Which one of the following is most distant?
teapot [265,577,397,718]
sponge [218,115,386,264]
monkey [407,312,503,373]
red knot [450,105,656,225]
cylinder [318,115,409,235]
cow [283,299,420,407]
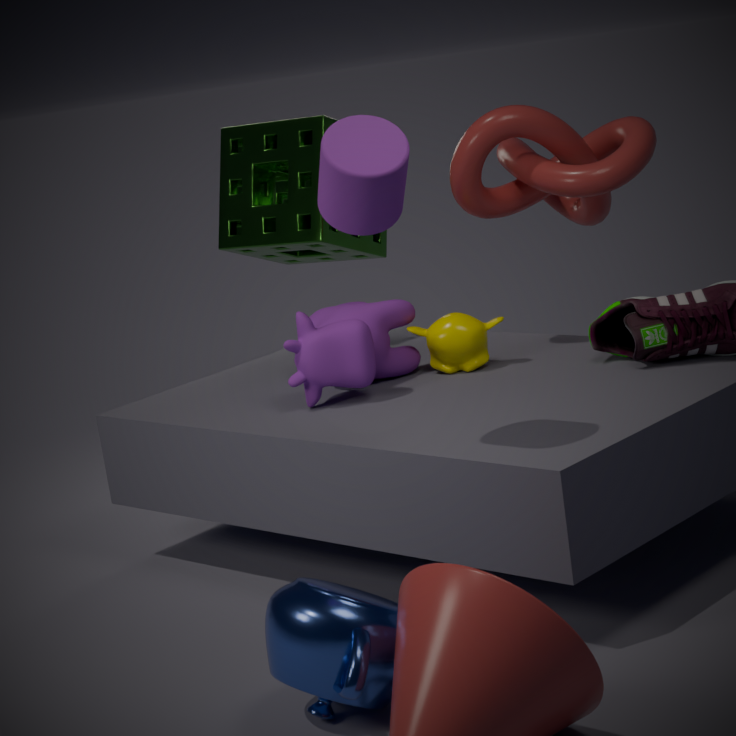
sponge [218,115,386,264]
